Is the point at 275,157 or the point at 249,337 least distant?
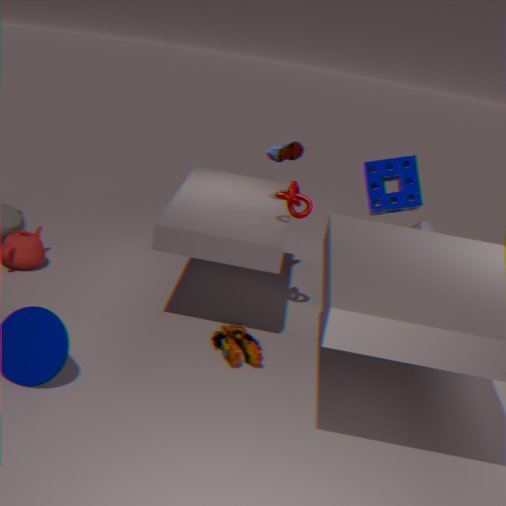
the point at 249,337
